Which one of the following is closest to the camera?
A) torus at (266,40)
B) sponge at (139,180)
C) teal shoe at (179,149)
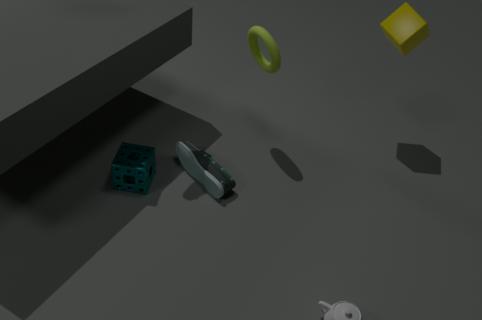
sponge at (139,180)
